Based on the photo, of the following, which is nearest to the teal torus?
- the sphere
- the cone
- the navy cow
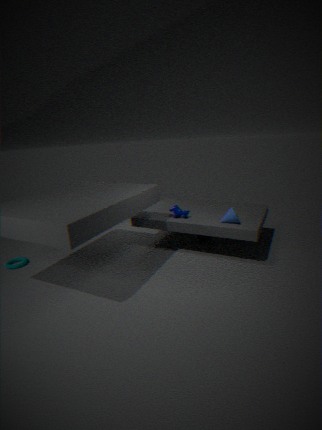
the navy cow
